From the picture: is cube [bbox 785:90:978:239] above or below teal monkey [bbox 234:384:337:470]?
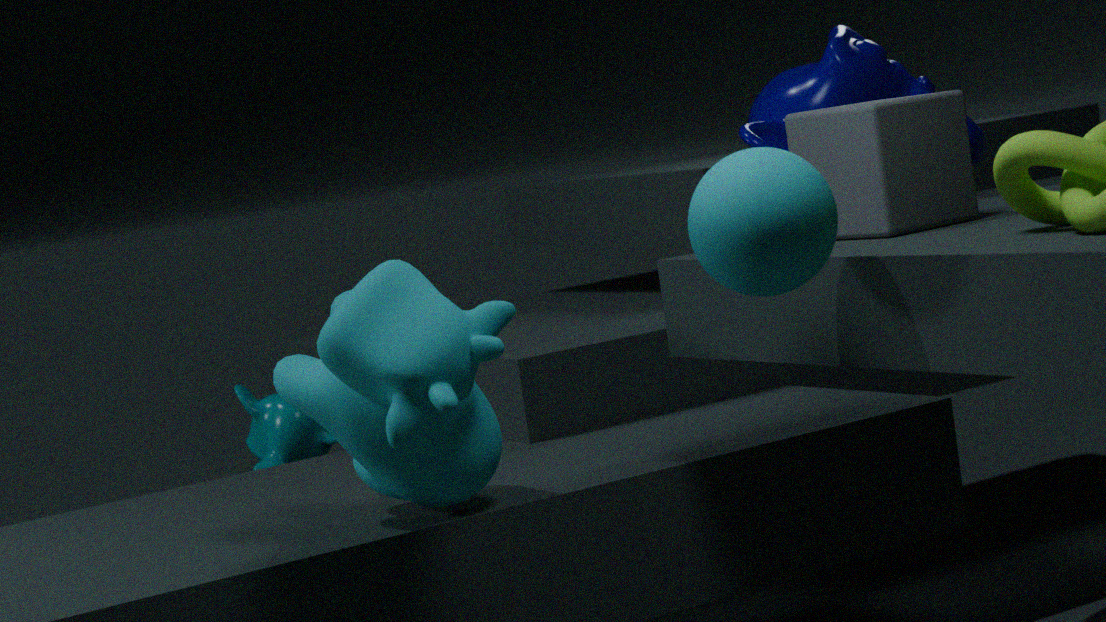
above
